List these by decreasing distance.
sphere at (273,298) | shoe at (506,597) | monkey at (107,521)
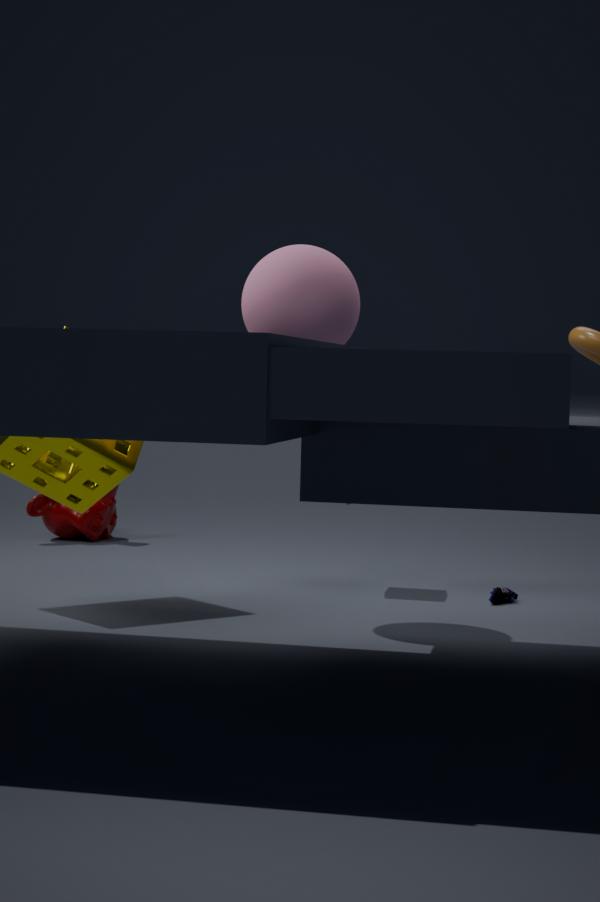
monkey at (107,521)
shoe at (506,597)
sphere at (273,298)
